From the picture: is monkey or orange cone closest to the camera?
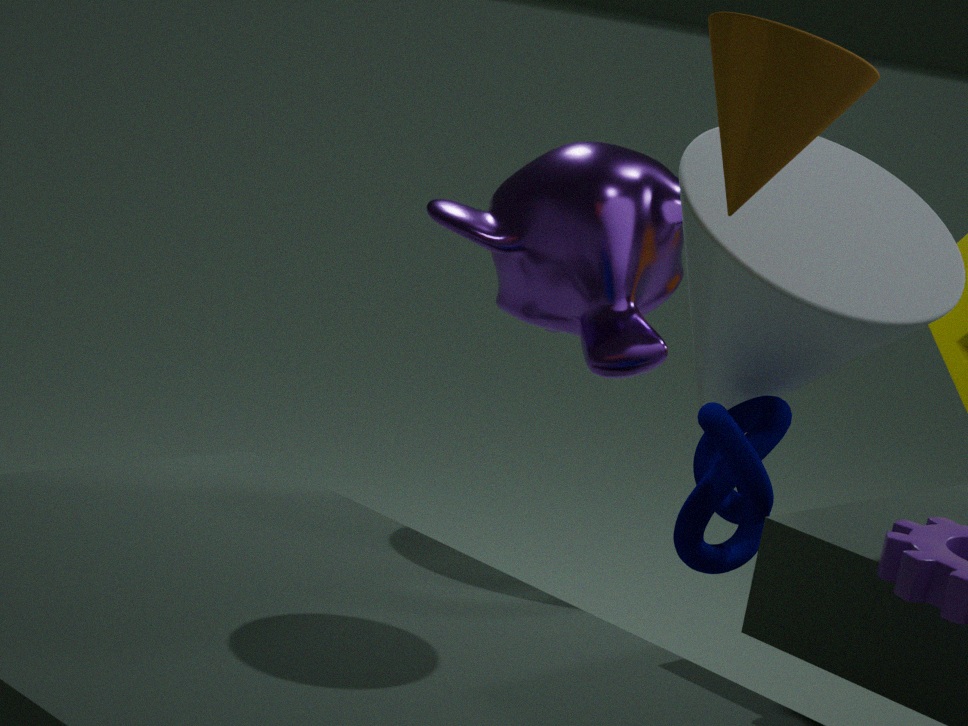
orange cone
